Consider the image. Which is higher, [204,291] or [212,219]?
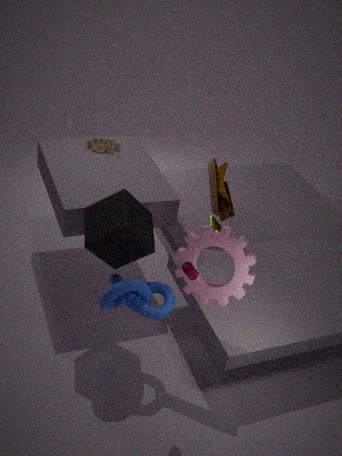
[204,291]
